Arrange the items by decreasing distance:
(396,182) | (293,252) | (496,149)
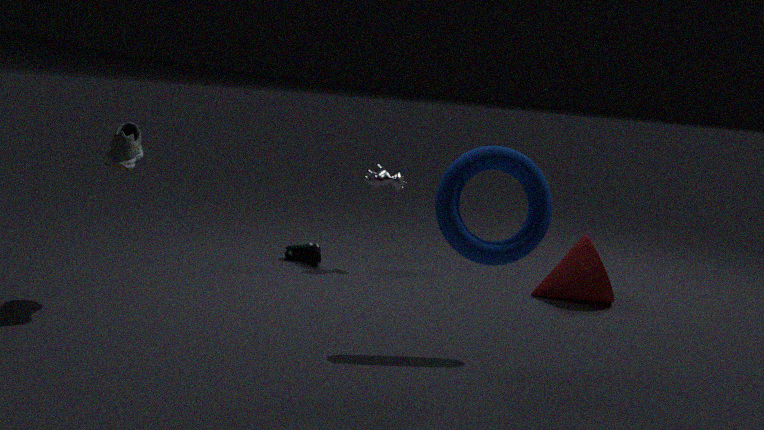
(293,252), (396,182), (496,149)
